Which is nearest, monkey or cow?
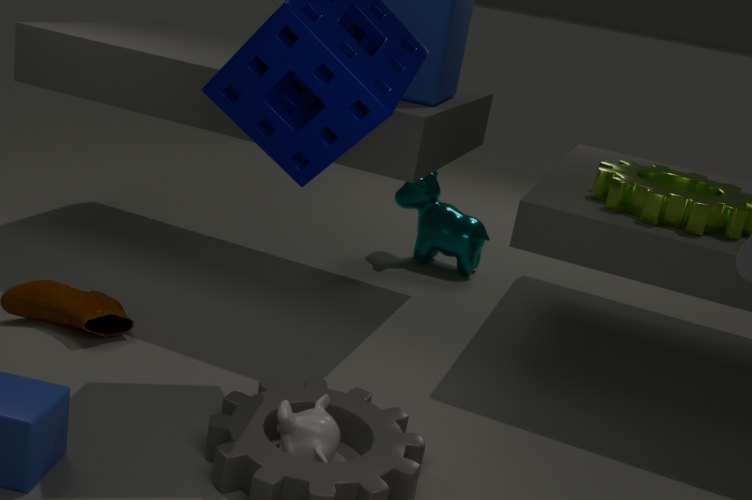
monkey
